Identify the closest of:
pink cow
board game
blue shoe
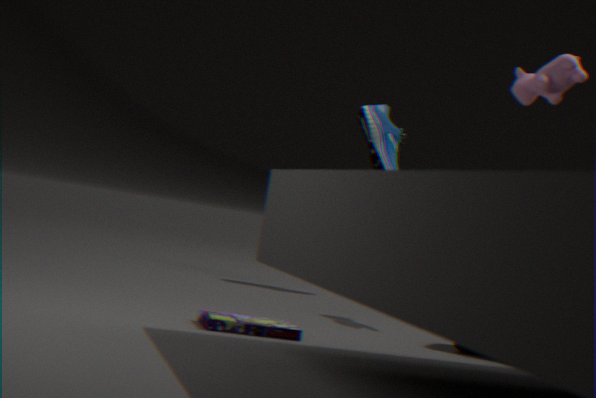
board game
